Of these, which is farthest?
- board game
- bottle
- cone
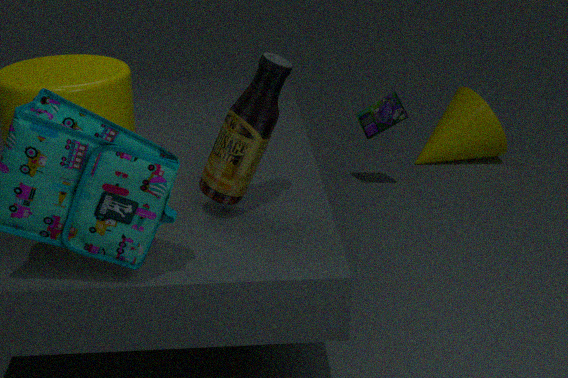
cone
